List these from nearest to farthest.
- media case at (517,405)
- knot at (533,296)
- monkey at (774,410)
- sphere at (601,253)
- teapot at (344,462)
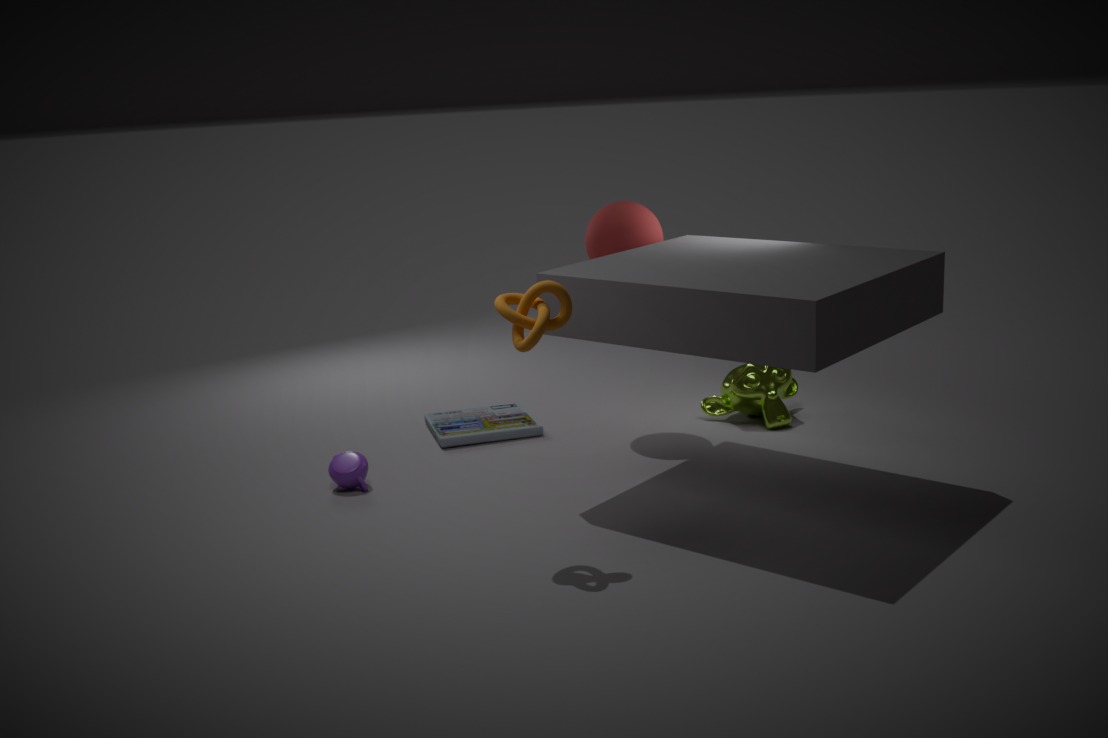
knot at (533,296), teapot at (344,462), sphere at (601,253), media case at (517,405), monkey at (774,410)
